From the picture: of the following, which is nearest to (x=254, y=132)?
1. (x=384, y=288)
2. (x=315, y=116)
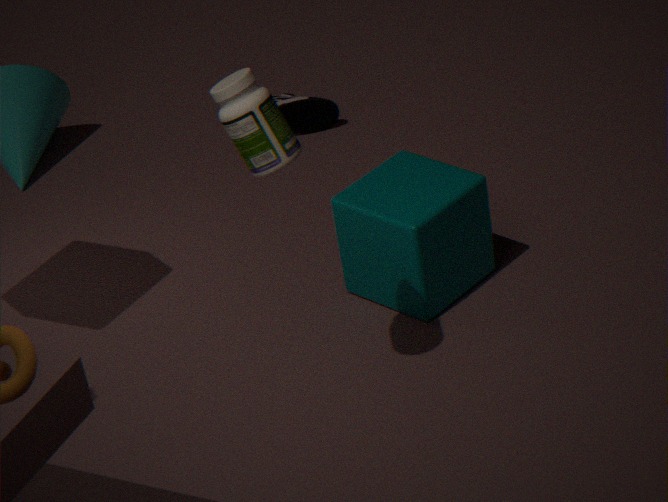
(x=384, y=288)
